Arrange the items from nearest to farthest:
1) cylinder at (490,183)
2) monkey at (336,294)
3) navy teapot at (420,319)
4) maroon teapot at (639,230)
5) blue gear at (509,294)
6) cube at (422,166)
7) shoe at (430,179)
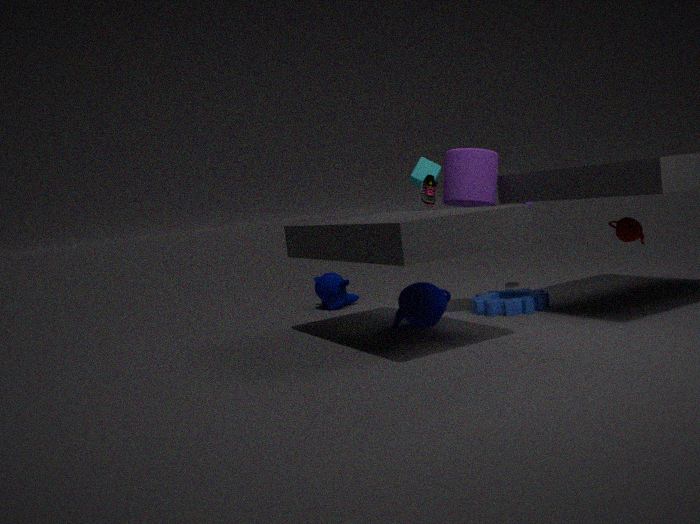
4. maroon teapot at (639,230) < 1. cylinder at (490,183) < 3. navy teapot at (420,319) < 7. shoe at (430,179) < 5. blue gear at (509,294) < 6. cube at (422,166) < 2. monkey at (336,294)
